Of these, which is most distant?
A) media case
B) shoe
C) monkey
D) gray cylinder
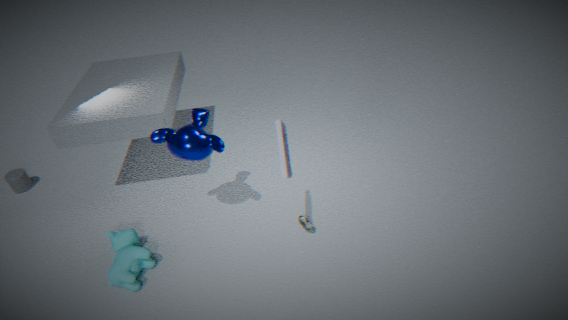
gray cylinder
